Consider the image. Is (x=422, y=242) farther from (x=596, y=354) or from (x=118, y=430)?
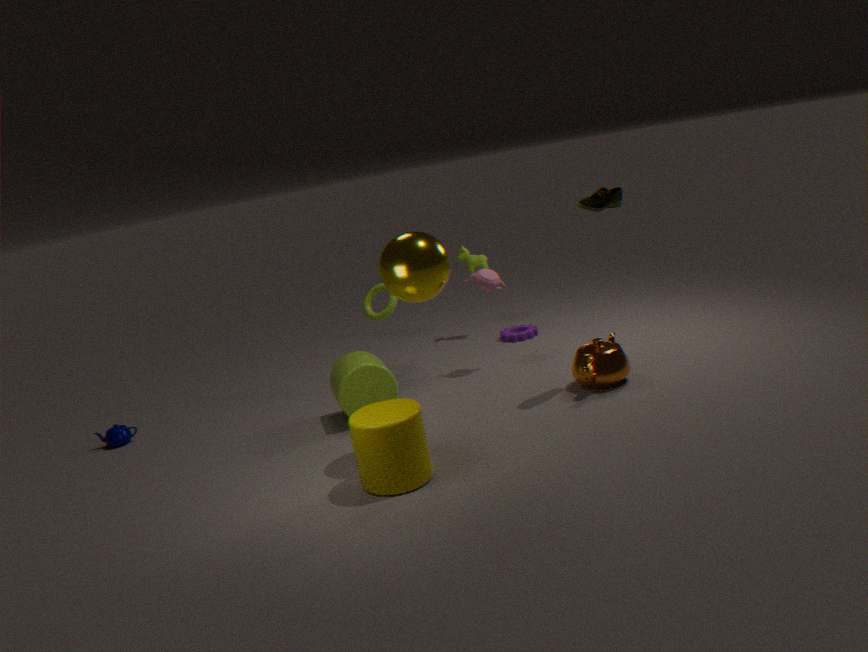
(x=118, y=430)
